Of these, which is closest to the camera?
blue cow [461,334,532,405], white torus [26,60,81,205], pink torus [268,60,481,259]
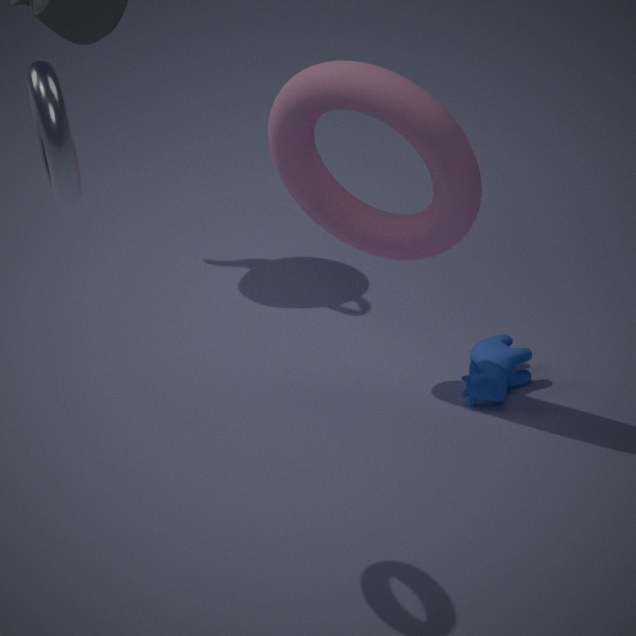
white torus [26,60,81,205]
